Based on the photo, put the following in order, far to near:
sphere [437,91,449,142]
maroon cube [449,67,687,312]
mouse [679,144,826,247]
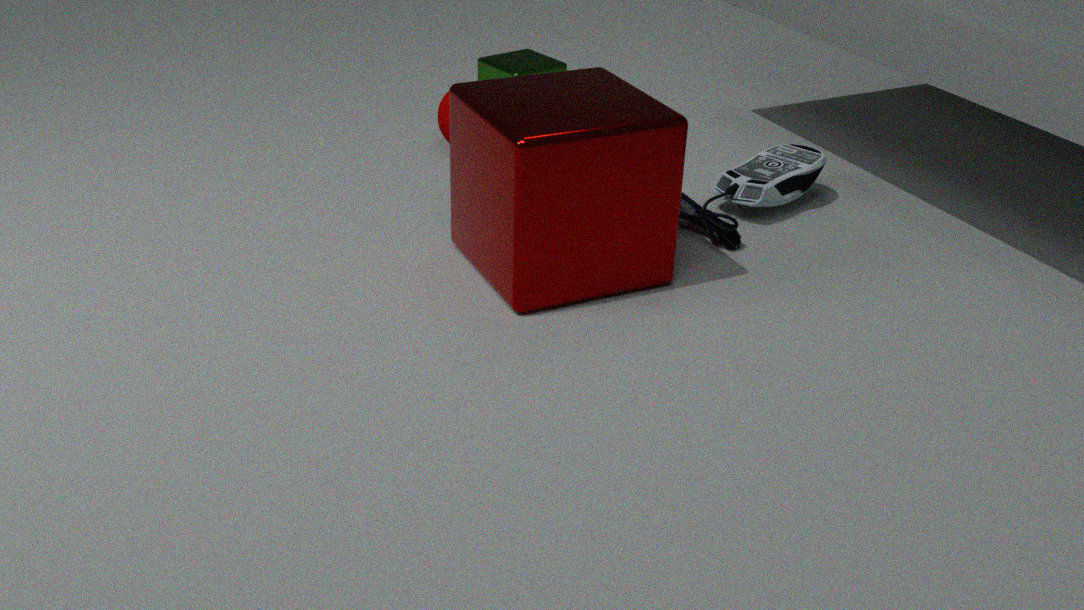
sphere [437,91,449,142], mouse [679,144,826,247], maroon cube [449,67,687,312]
